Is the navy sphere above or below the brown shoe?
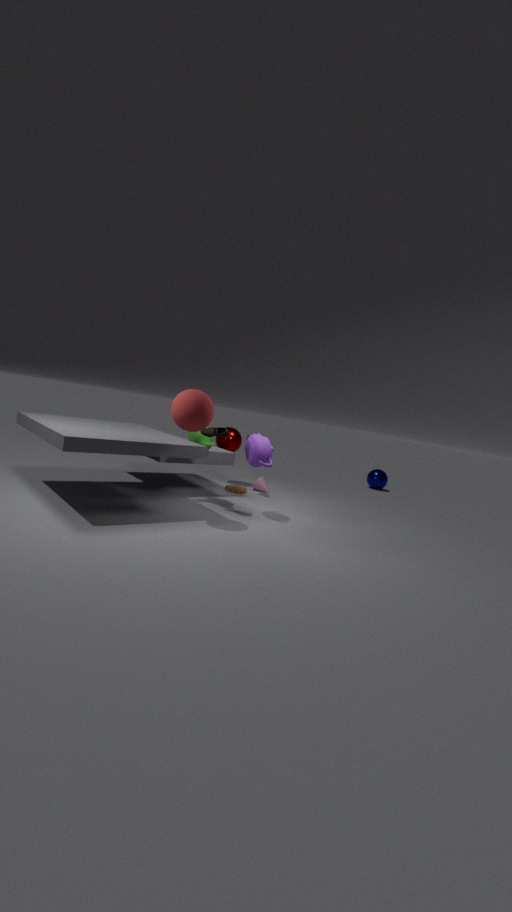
below
